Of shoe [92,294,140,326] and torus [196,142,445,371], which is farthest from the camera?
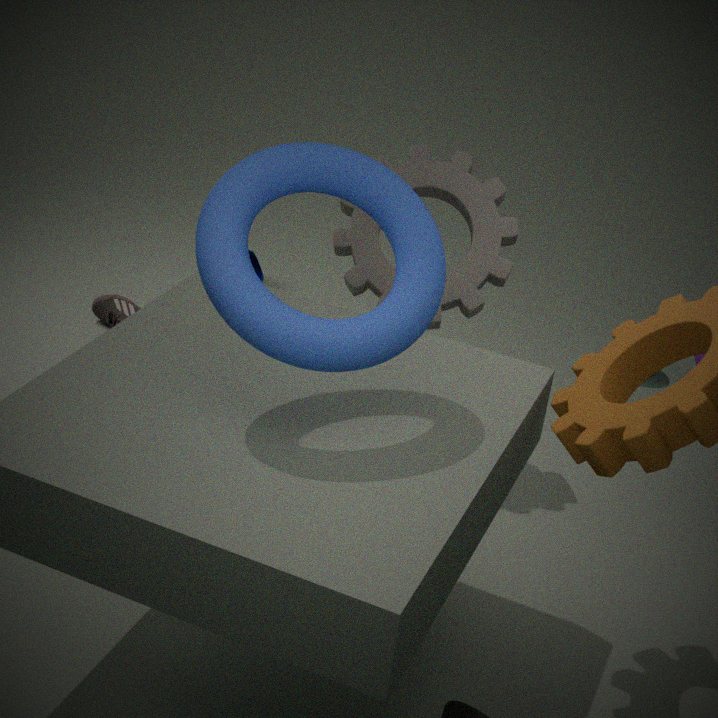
shoe [92,294,140,326]
